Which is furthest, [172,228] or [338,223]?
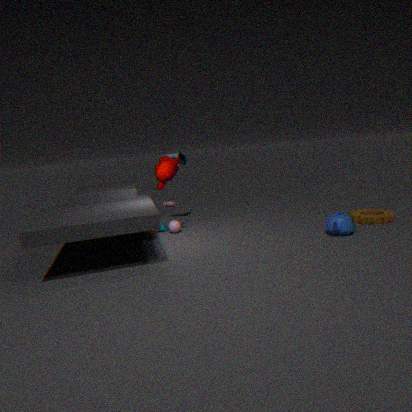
[172,228]
